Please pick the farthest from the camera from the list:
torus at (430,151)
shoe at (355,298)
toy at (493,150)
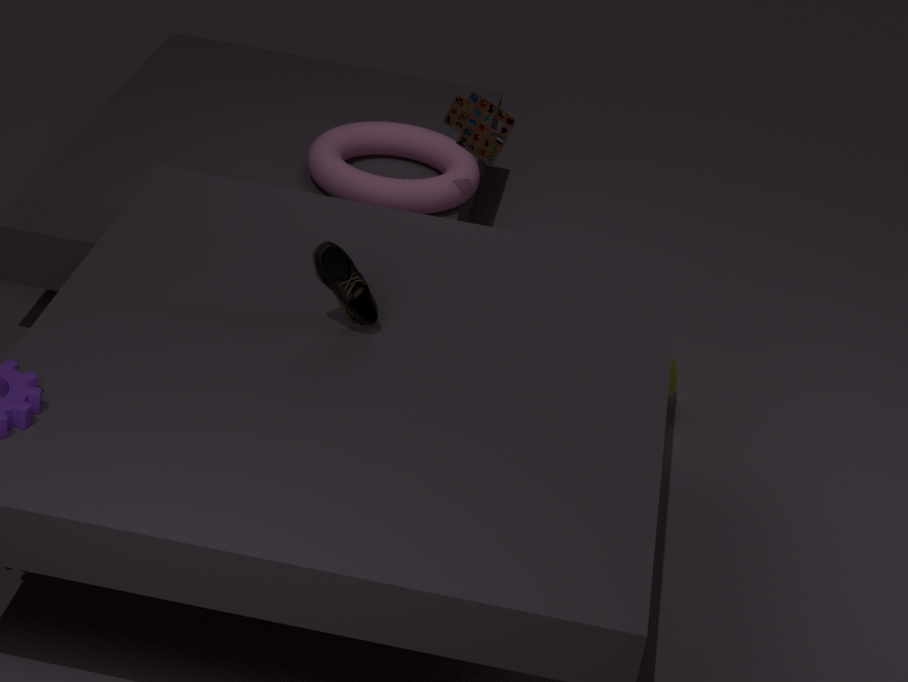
torus at (430,151)
